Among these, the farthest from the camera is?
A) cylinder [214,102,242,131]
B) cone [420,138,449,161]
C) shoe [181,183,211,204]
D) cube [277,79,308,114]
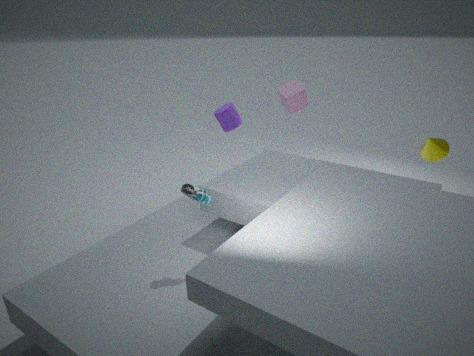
cube [277,79,308,114]
